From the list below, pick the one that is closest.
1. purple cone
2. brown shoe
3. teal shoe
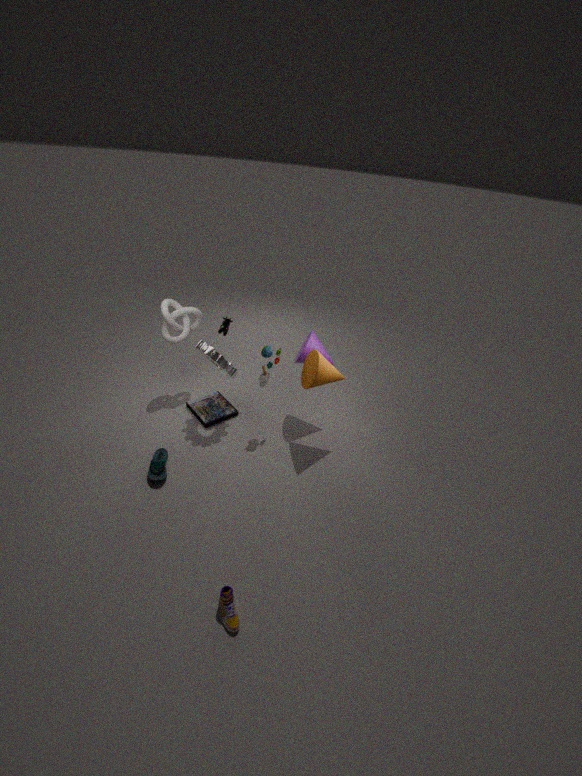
brown shoe
